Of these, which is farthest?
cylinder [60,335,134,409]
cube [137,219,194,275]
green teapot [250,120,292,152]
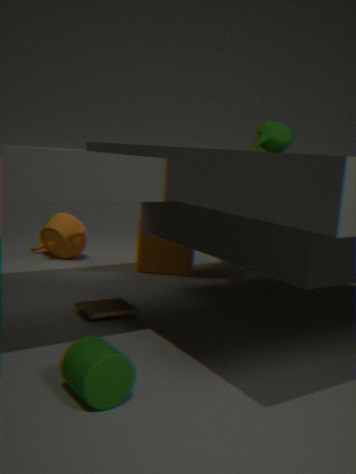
cube [137,219,194,275]
